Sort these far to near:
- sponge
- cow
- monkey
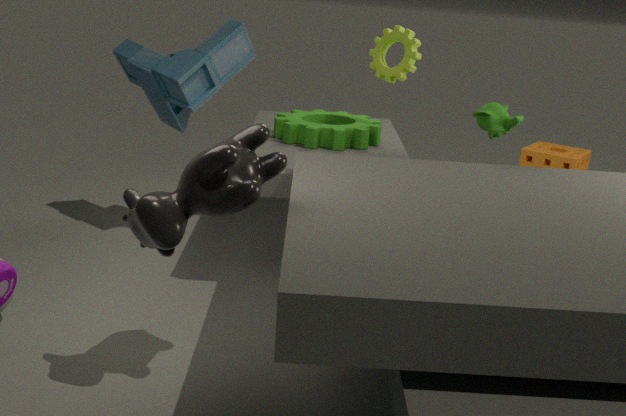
1. sponge
2. monkey
3. cow
